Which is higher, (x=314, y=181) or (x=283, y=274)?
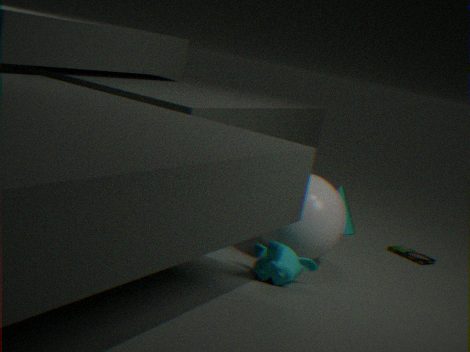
(x=314, y=181)
